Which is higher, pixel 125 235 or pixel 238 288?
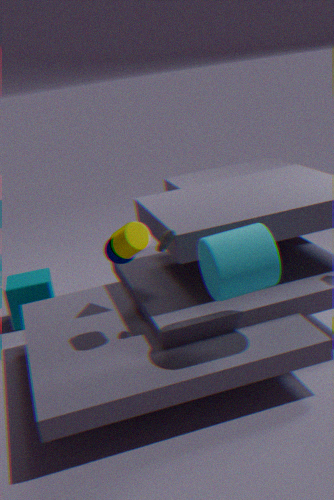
pixel 125 235
